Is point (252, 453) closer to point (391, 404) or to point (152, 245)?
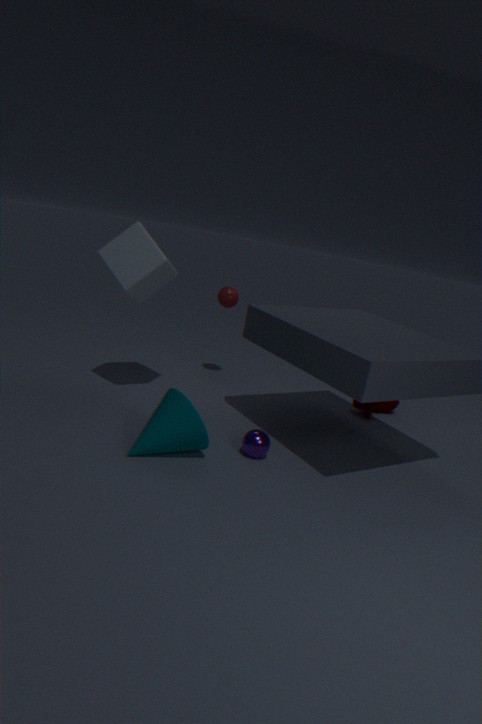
point (152, 245)
